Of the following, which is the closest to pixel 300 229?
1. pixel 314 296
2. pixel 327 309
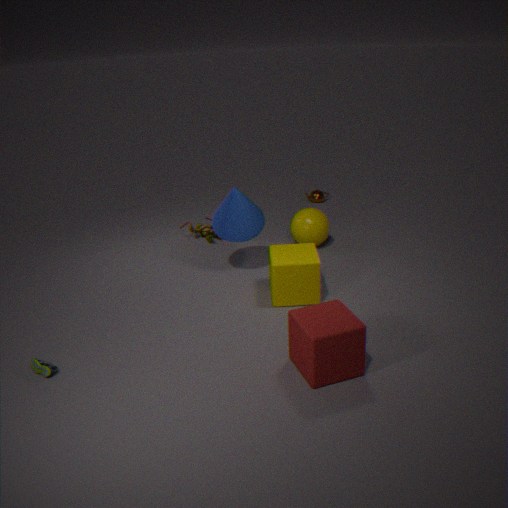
pixel 314 296
